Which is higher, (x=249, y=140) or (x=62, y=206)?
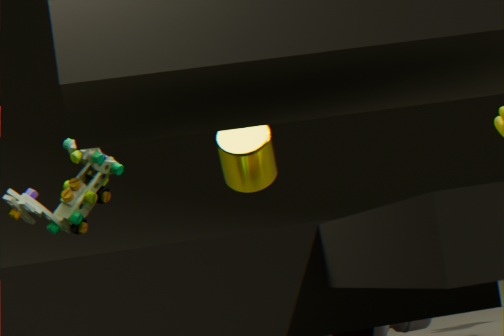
(x=249, y=140)
